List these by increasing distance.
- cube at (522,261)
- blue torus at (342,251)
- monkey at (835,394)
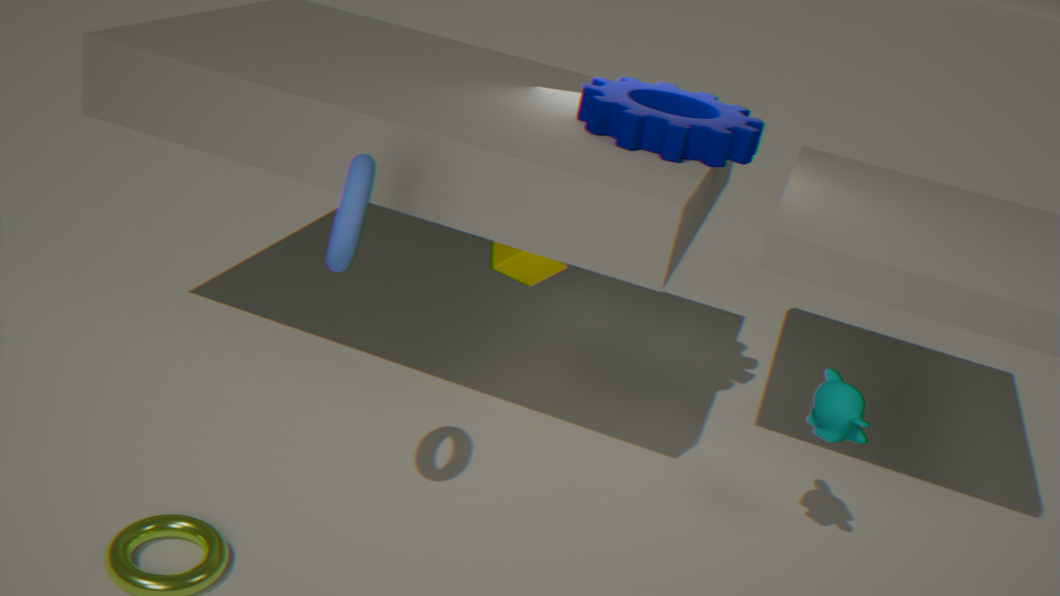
blue torus at (342,251) → monkey at (835,394) → cube at (522,261)
